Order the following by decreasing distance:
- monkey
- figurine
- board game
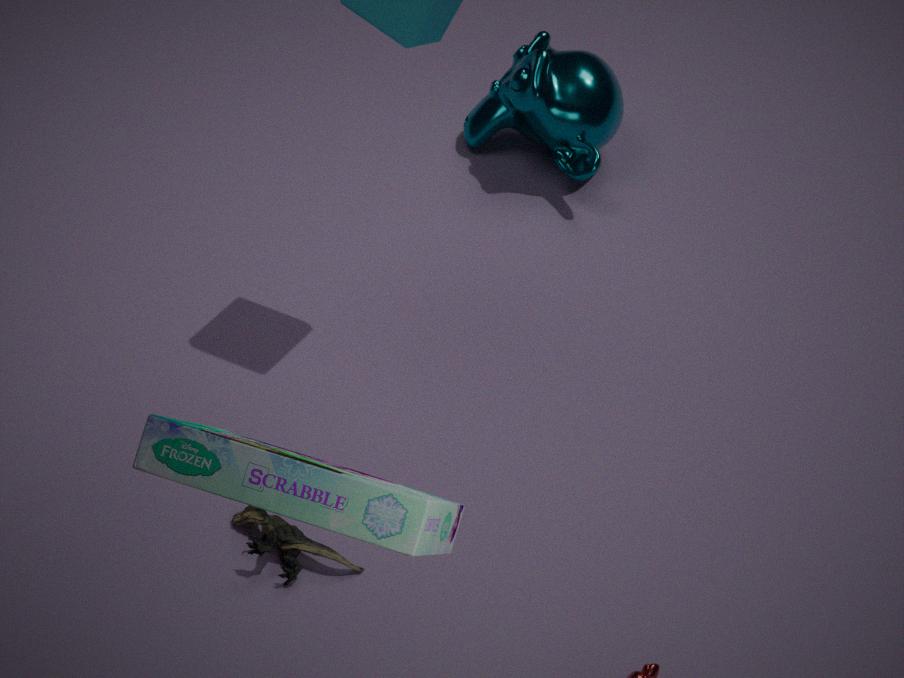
monkey
figurine
board game
